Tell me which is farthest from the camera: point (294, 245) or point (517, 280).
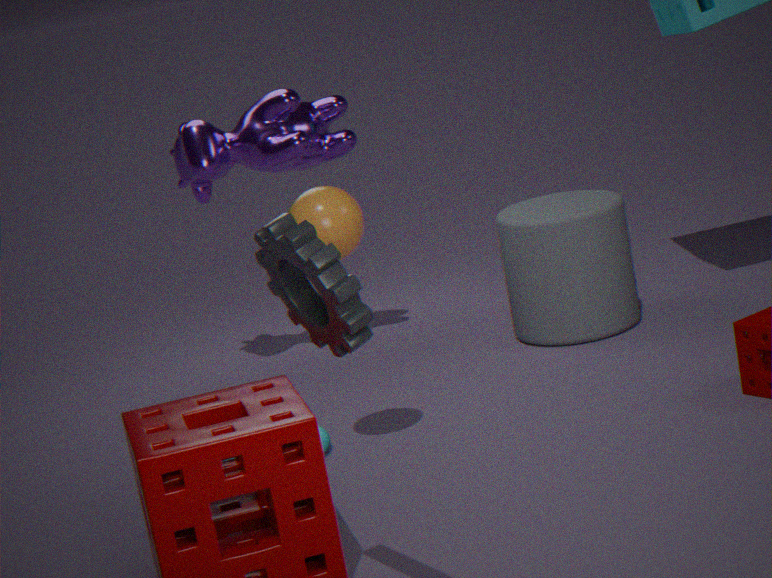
point (517, 280)
